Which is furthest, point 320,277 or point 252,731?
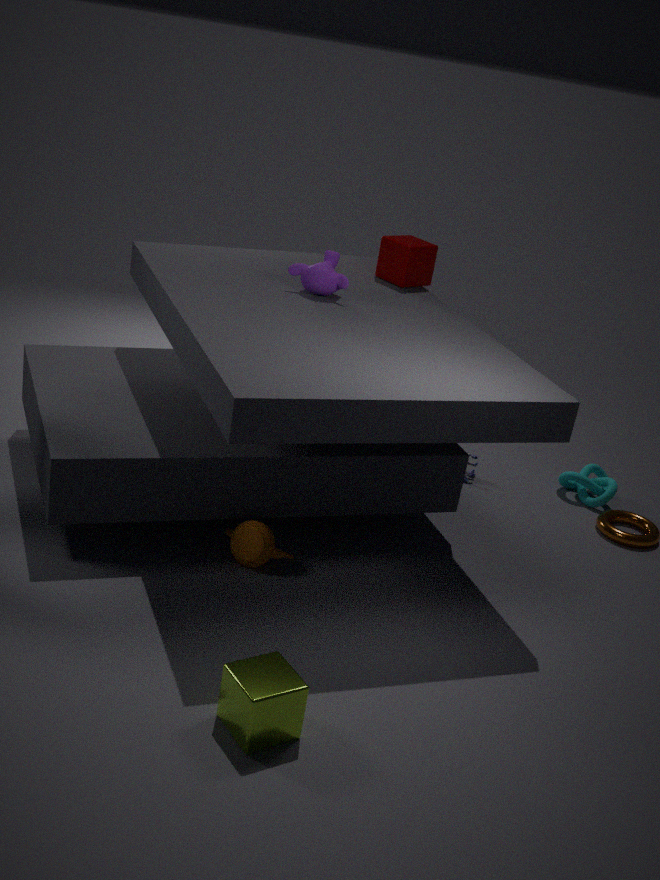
point 320,277
